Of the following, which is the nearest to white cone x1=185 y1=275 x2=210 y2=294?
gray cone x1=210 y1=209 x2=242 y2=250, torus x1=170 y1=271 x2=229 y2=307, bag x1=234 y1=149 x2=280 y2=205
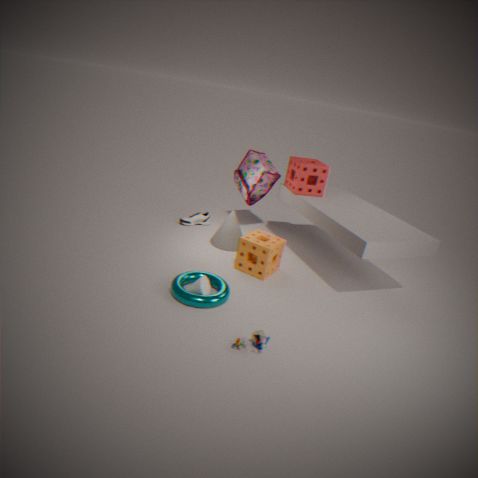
torus x1=170 y1=271 x2=229 y2=307
